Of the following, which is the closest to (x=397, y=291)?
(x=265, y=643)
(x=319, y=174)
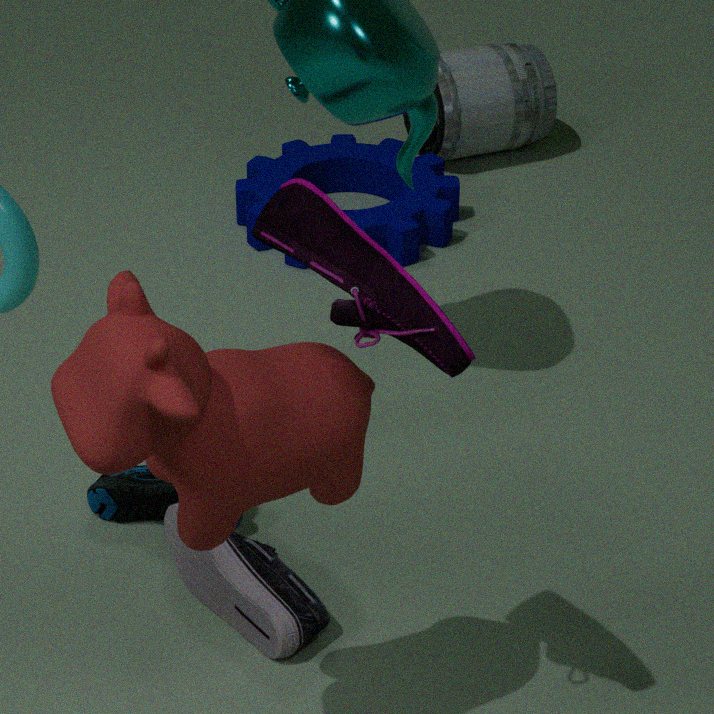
(x=265, y=643)
